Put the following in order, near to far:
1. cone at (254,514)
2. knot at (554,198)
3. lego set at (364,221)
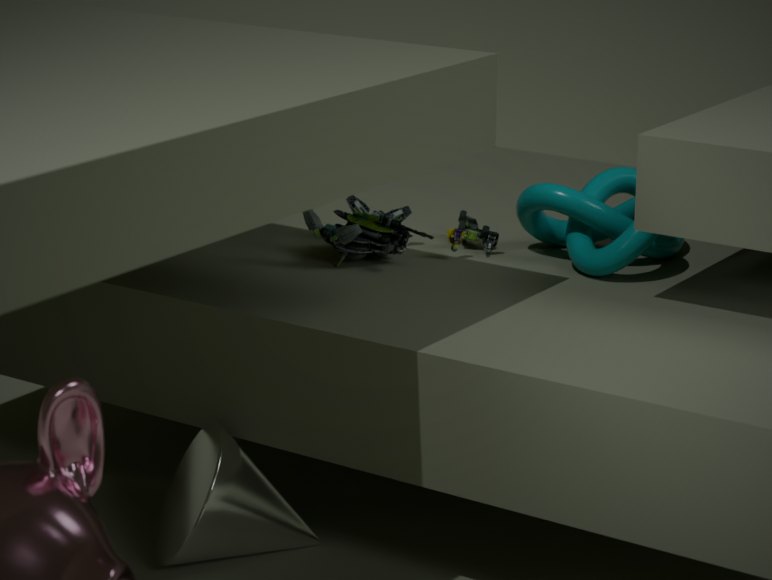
cone at (254,514), knot at (554,198), lego set at (364,221)
